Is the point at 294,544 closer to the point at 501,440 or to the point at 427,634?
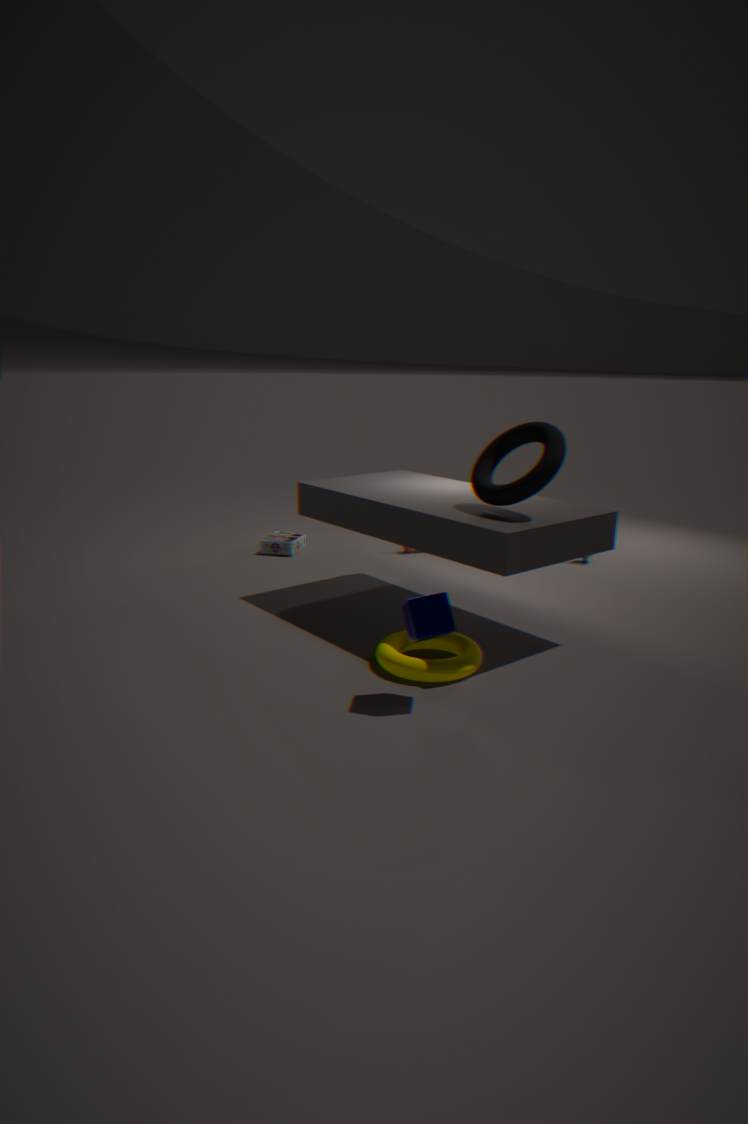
the point at 501,440
